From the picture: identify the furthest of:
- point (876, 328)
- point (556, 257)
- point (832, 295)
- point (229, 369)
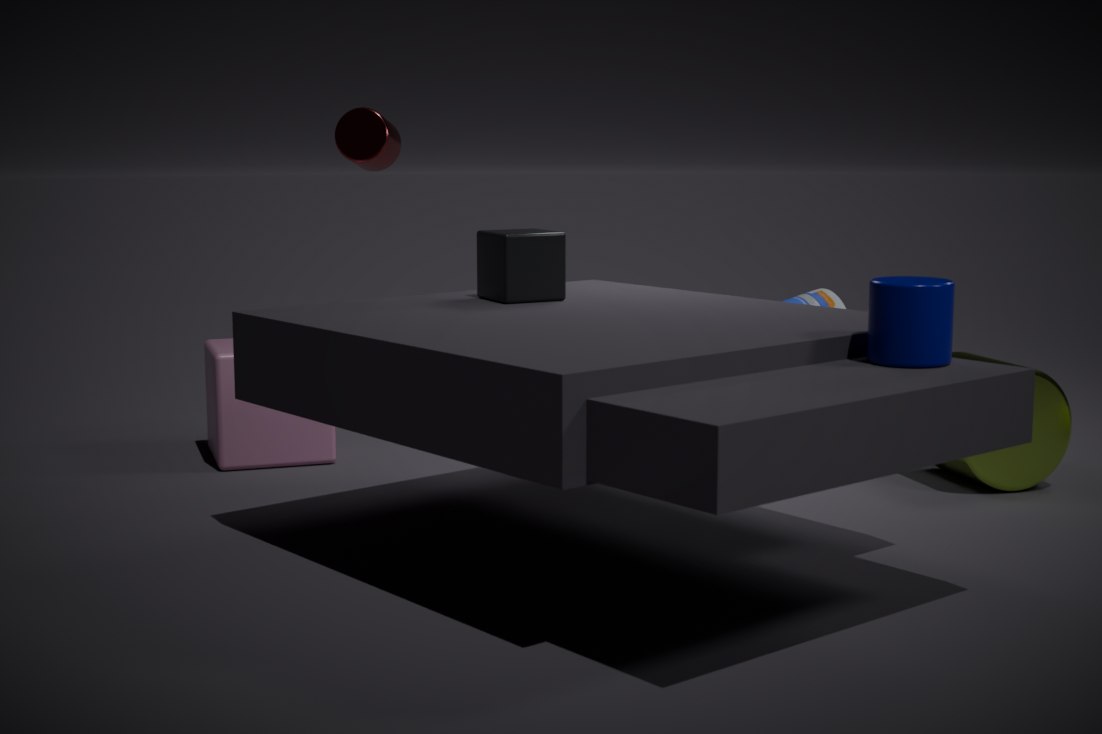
point (832, 295)
